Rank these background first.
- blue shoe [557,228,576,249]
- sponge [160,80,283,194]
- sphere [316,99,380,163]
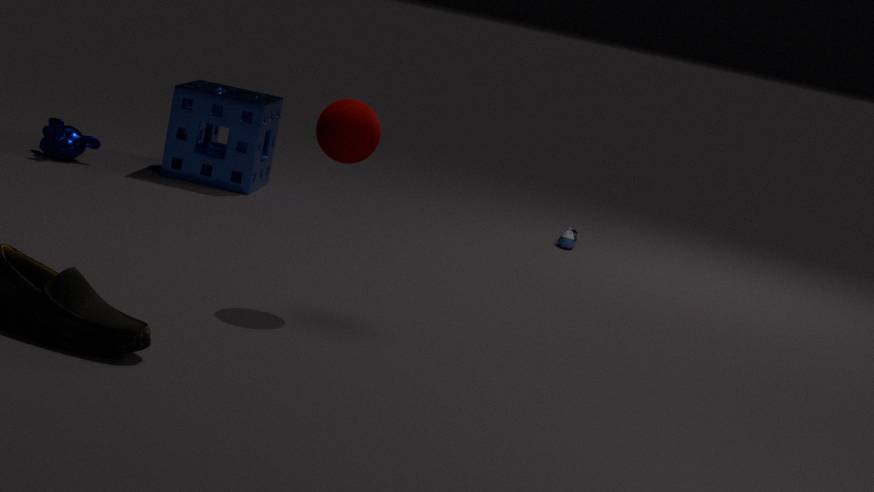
blue shoe [557,228,576,249] → sponge [160,80,283,194] → sphere [316,99,380,163]
